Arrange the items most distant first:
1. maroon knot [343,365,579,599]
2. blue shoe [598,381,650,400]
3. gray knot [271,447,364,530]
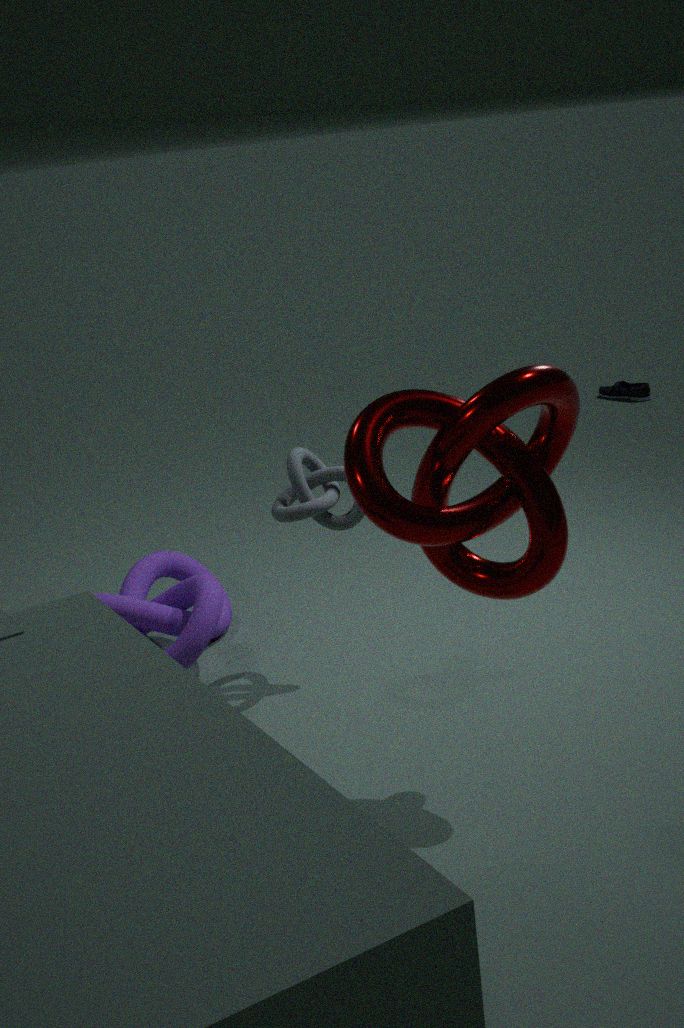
blue shoe [598,381,650,400] < gray knot [271,447,364,530] < maroon knot [343,365,579,599]
